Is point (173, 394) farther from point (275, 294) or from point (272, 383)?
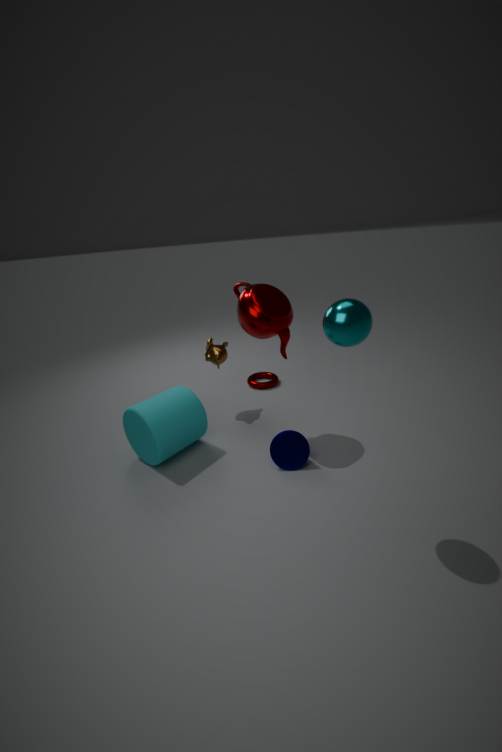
point (272, 383)
